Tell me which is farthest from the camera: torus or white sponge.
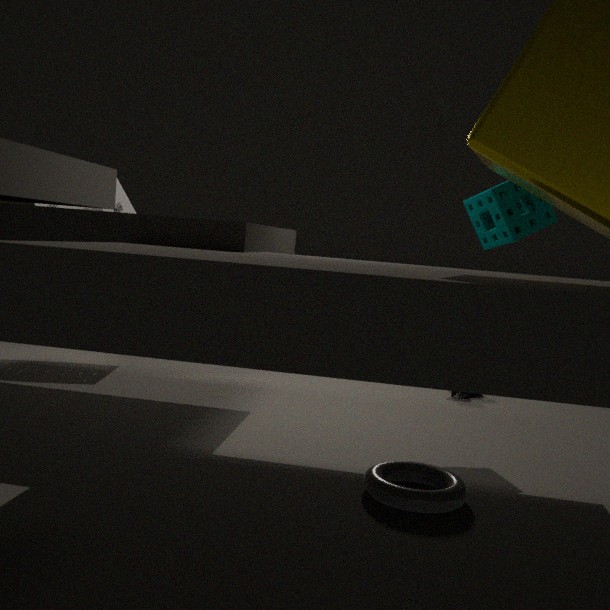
white sponge
